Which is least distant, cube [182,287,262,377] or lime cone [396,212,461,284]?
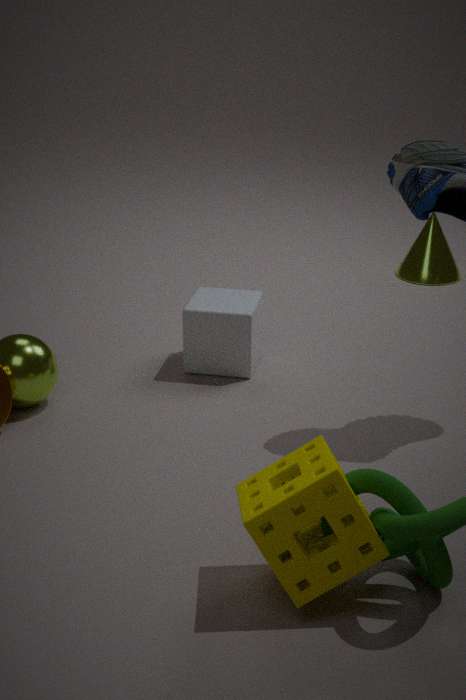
cube [182,287,262,377]
